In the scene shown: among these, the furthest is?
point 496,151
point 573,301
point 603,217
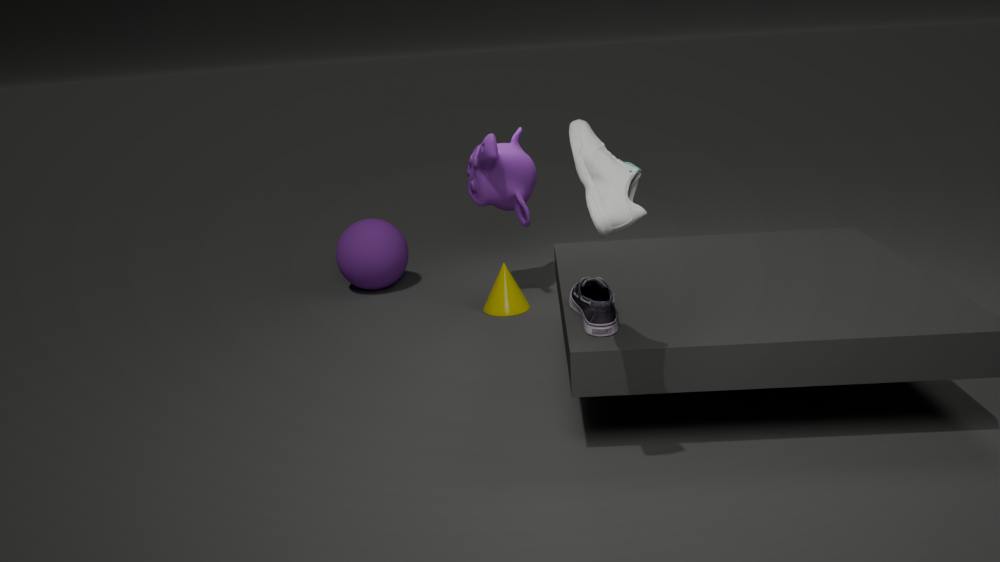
point 496,151
